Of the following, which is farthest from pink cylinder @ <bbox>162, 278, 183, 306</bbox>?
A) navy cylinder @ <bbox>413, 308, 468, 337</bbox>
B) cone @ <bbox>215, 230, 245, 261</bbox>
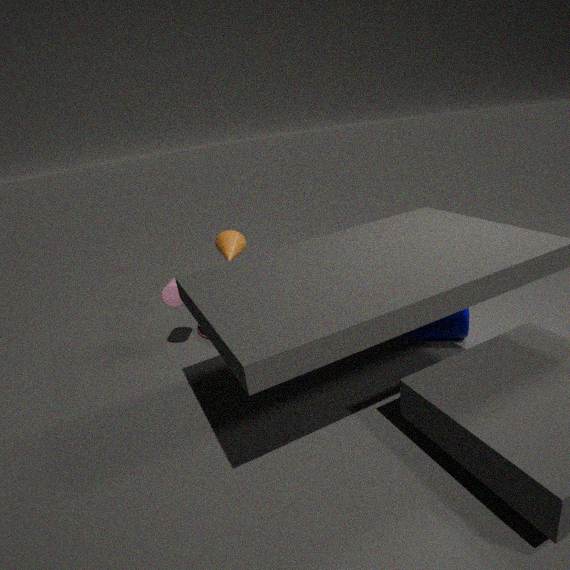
navy cylinder @ <bbox>413, 308, 468, 337</bbox>
